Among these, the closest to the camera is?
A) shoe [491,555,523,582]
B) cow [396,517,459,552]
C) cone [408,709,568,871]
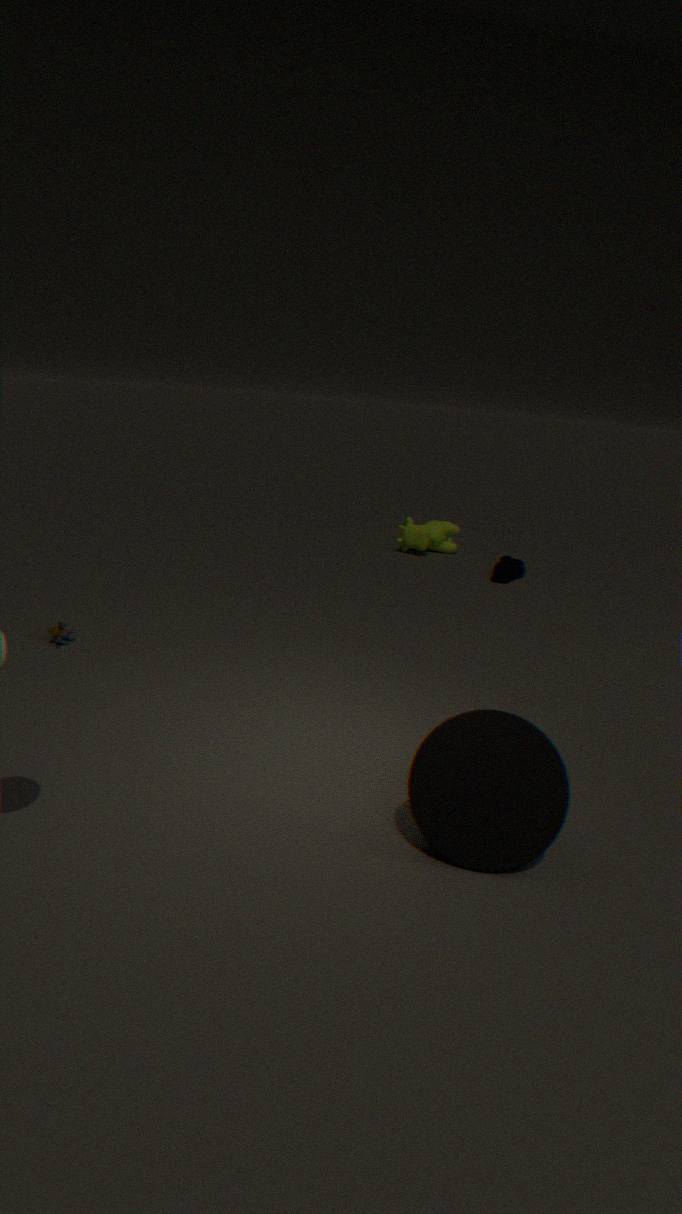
cone [408,709,568,871]
